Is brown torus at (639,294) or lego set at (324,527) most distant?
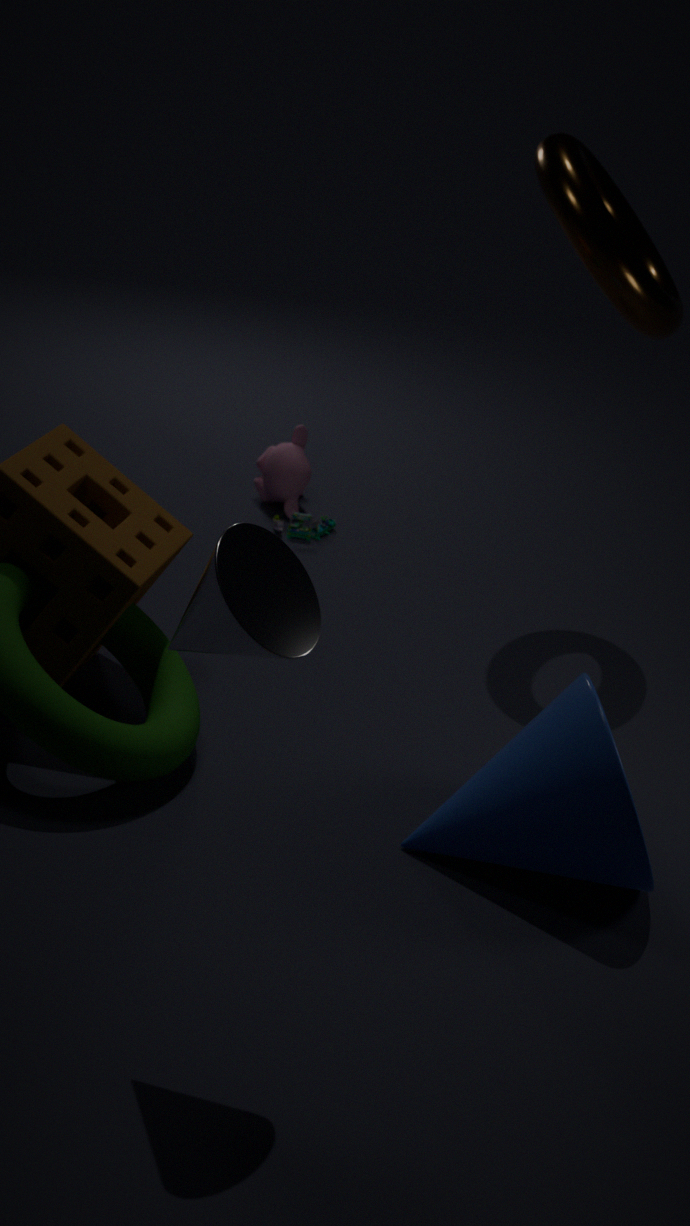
lego set at (324,527)
